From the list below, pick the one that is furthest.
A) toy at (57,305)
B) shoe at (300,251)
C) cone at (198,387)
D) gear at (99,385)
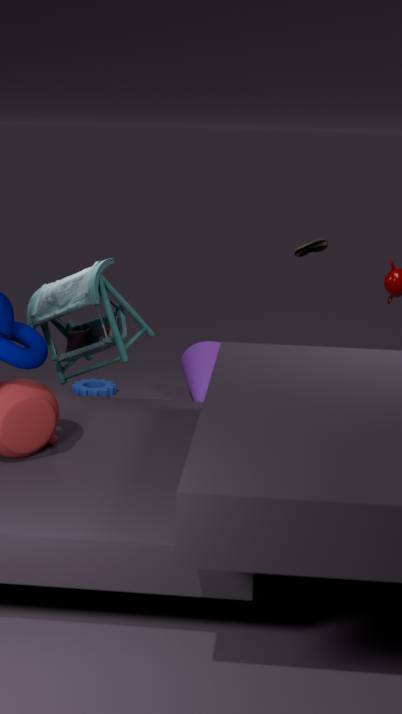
gear at (99,385)
